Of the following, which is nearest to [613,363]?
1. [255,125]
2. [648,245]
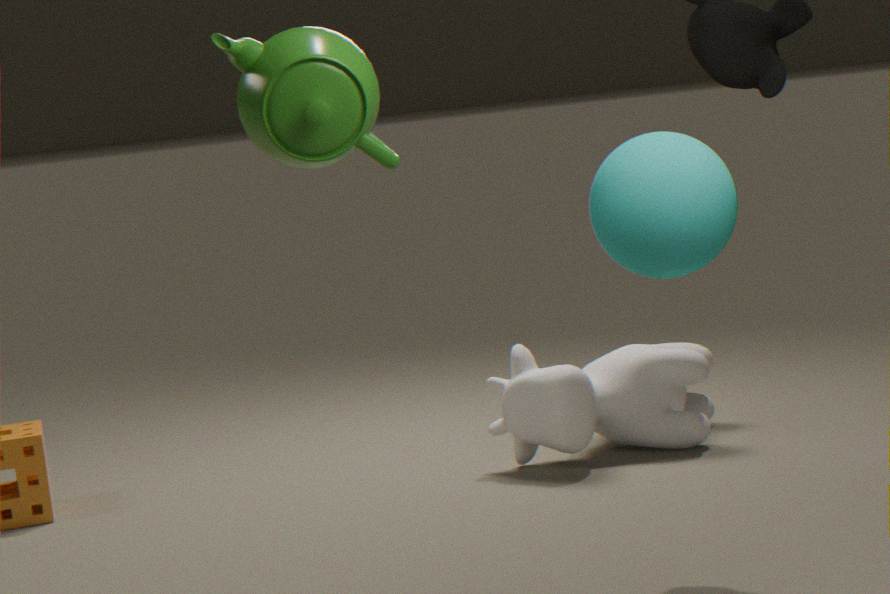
[648,245]
